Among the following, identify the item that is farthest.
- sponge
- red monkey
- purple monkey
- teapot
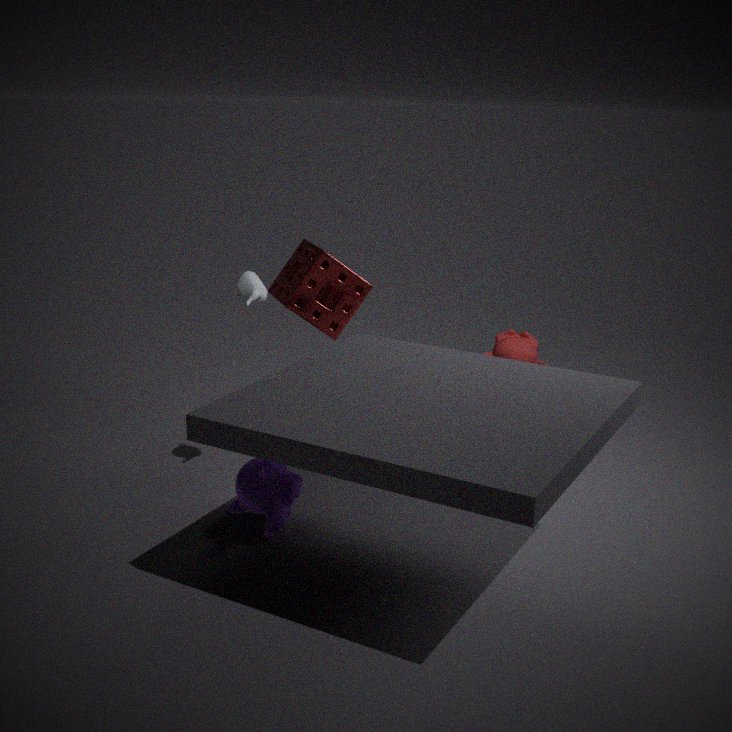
red monkey
